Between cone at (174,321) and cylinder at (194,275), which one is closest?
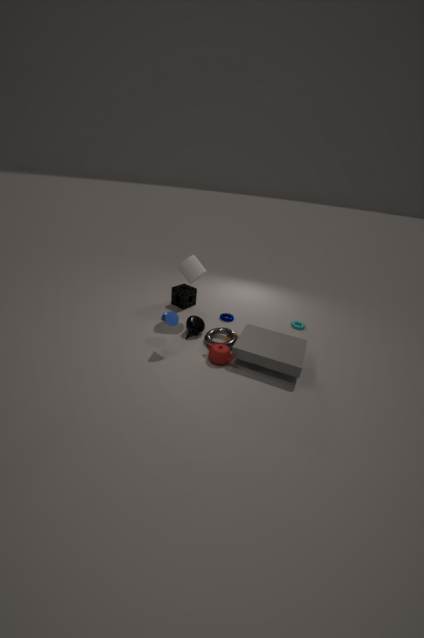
cone at (174,321)
